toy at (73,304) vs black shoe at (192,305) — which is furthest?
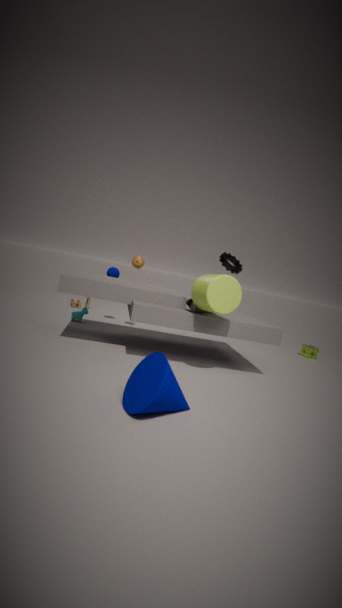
toy at (73,304)
